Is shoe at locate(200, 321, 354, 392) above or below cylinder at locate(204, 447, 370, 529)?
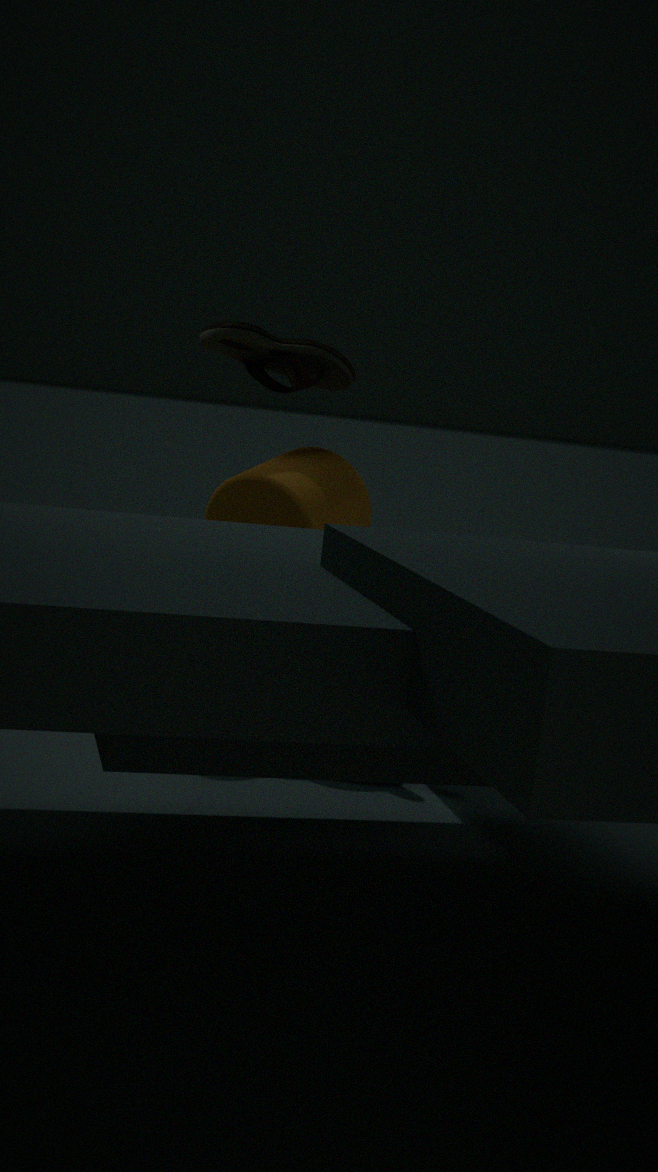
above
